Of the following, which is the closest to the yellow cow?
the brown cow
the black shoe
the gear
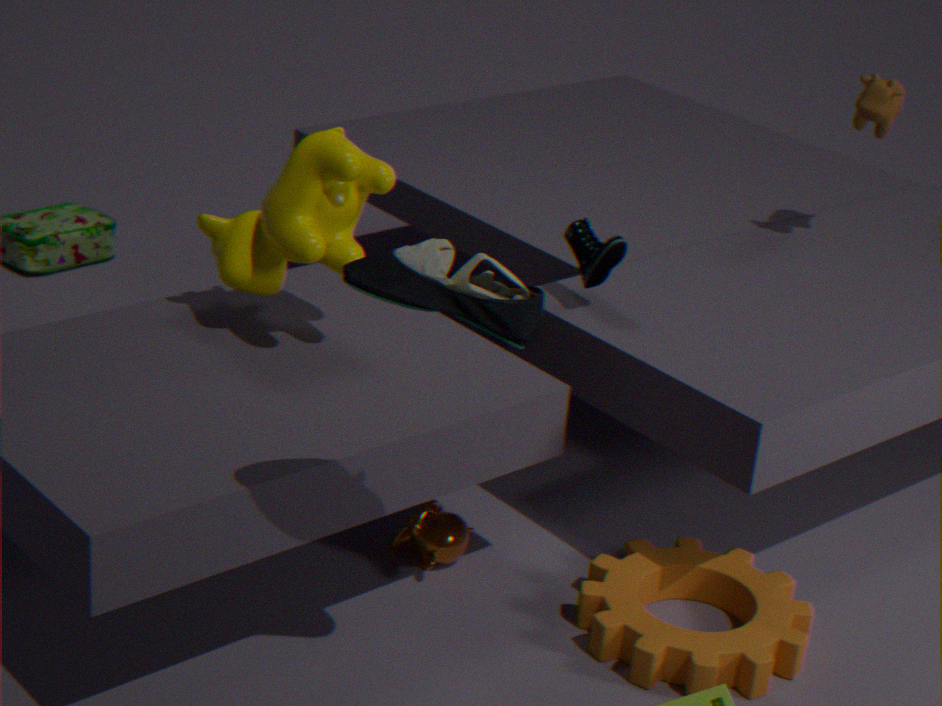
the black shoe
